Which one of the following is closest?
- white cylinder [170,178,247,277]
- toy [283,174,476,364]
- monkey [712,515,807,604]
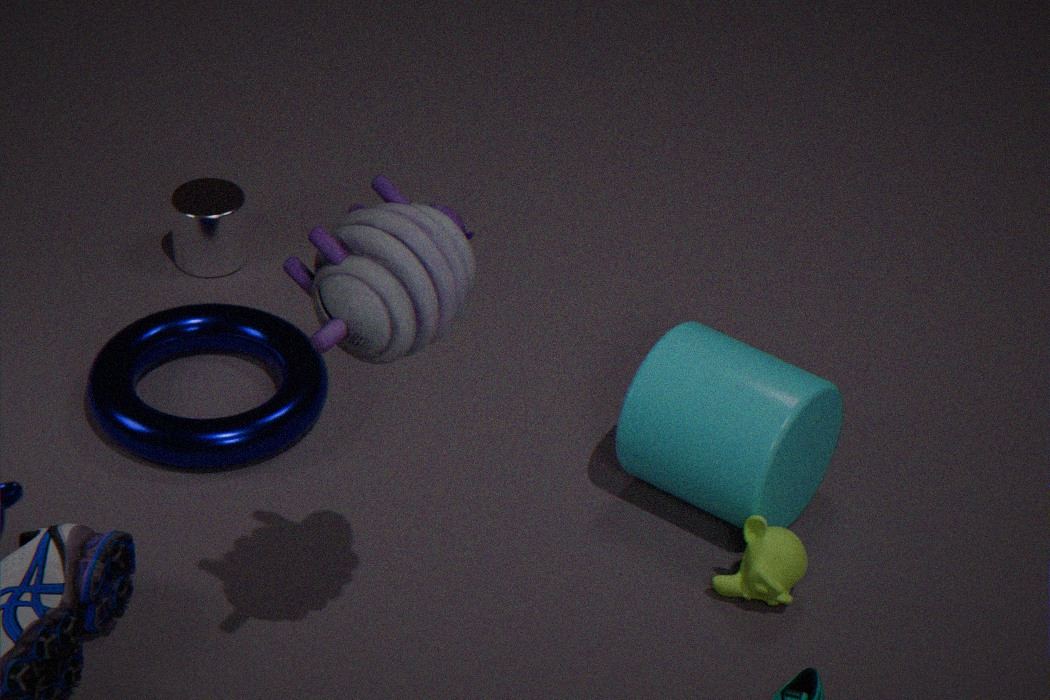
toy [283,174,476,364]
